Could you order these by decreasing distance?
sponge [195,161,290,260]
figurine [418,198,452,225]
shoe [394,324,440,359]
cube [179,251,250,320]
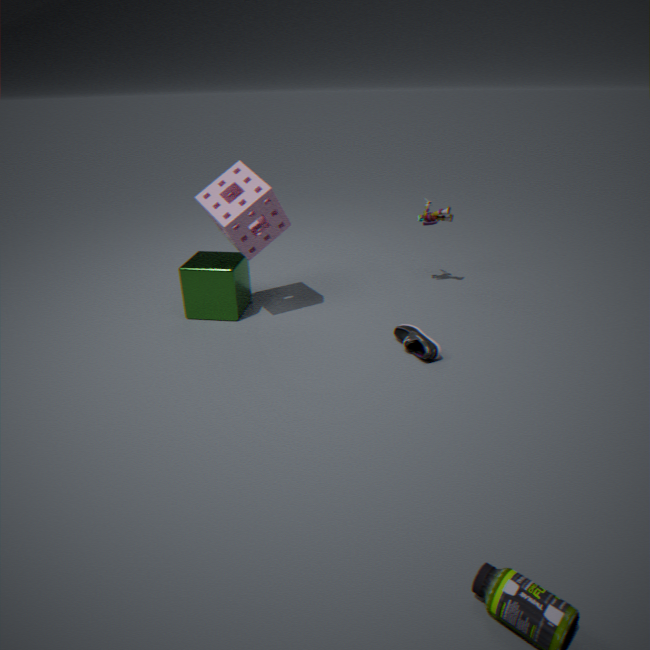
figurine [418,198,452,225] → cube [179,251,250,320] → sponge [195,161,290,260] → shoe [394,324,440,359]
